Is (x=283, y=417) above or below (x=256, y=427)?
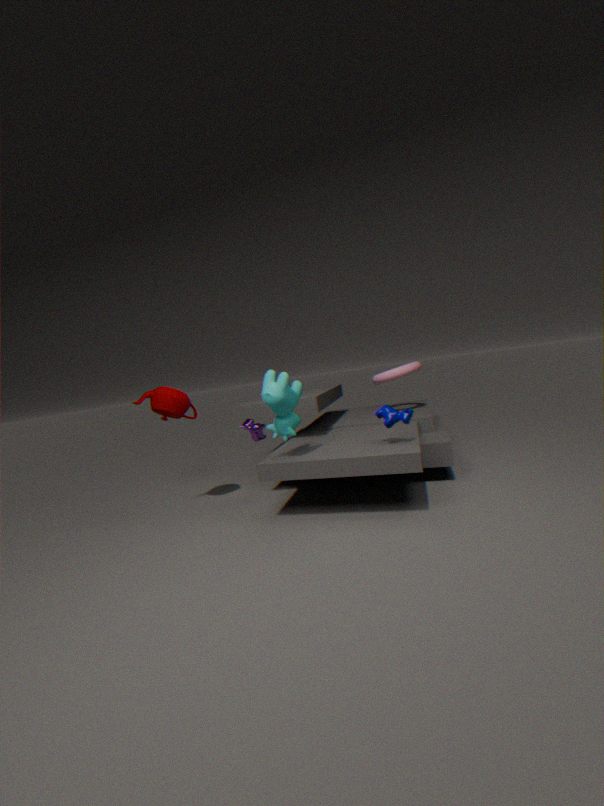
above
